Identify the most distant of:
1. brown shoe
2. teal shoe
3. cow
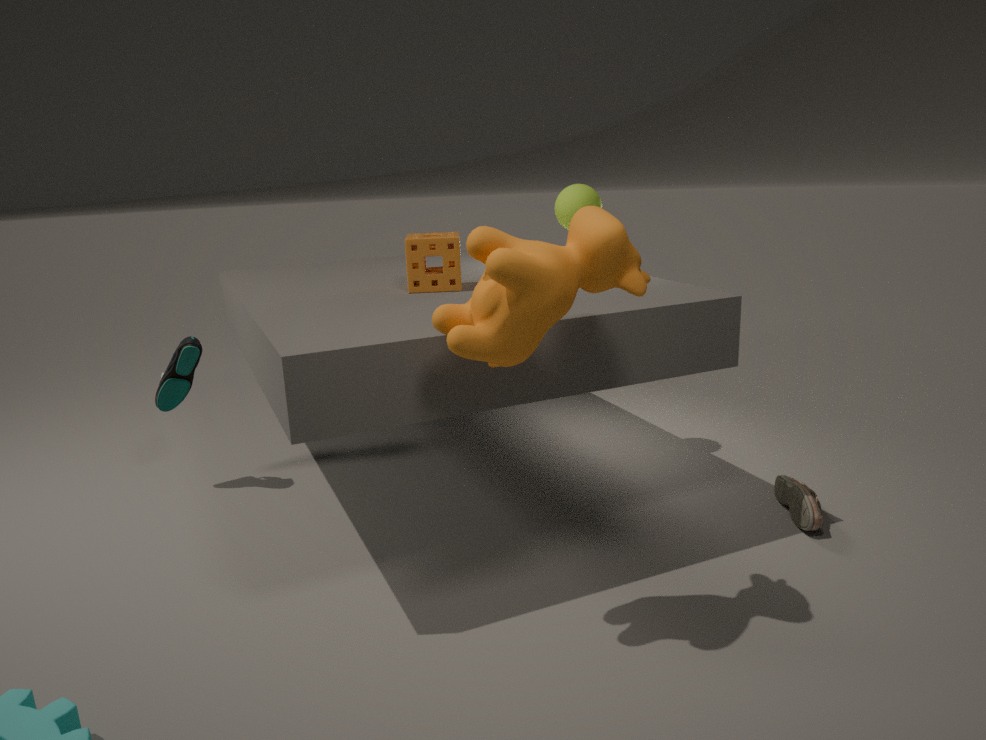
teal shoe
